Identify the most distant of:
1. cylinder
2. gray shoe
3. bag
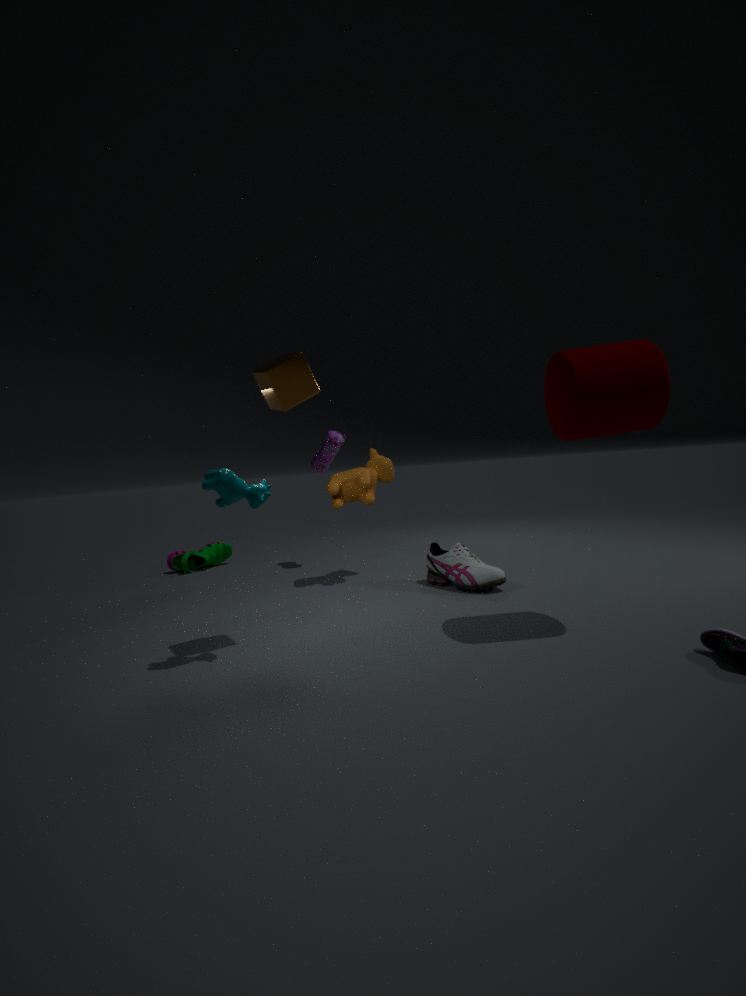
bag
